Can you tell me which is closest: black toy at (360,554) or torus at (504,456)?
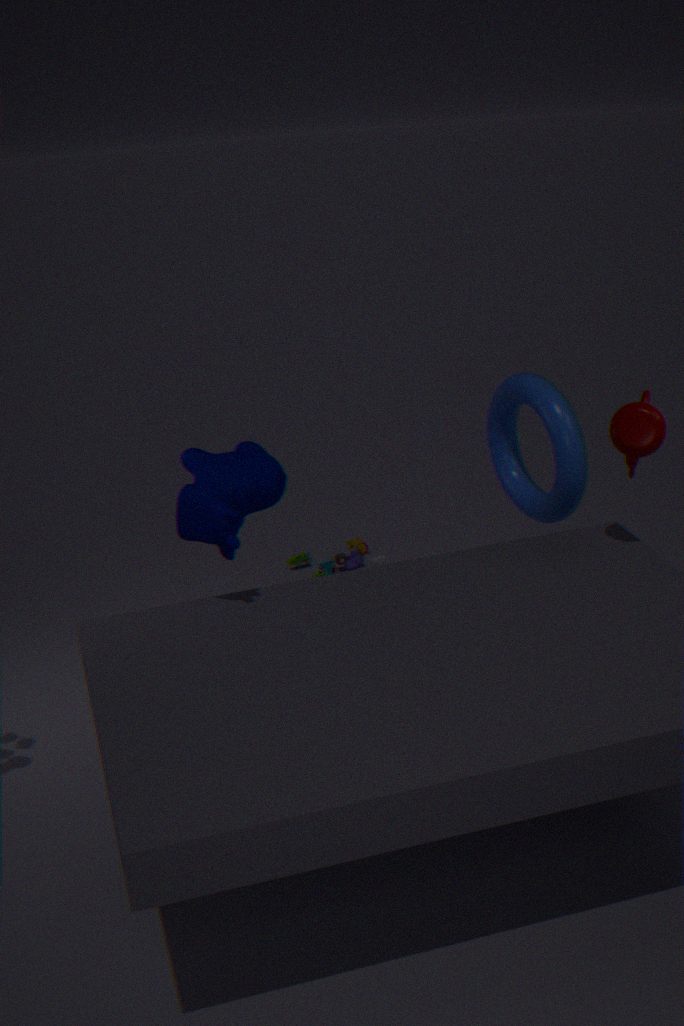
torus at (504,456)
